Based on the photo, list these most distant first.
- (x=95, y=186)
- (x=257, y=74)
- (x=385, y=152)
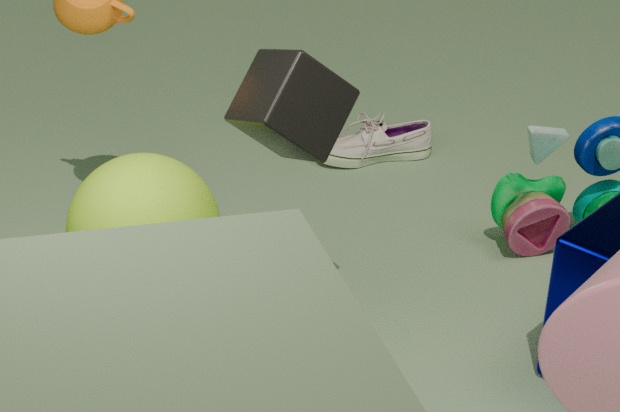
(x=385, y=152) → (x=95, y=186) → (x=257, y=74)
